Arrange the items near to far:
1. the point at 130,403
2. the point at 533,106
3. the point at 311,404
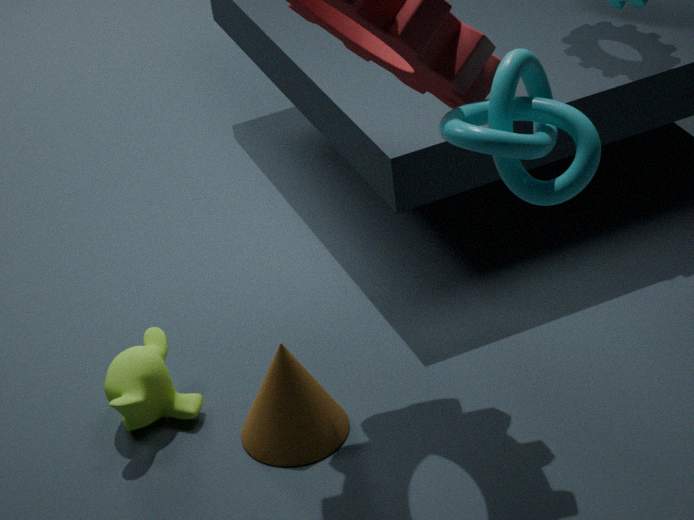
the point at 533,106
the point at 311,404
the point at 130,403
